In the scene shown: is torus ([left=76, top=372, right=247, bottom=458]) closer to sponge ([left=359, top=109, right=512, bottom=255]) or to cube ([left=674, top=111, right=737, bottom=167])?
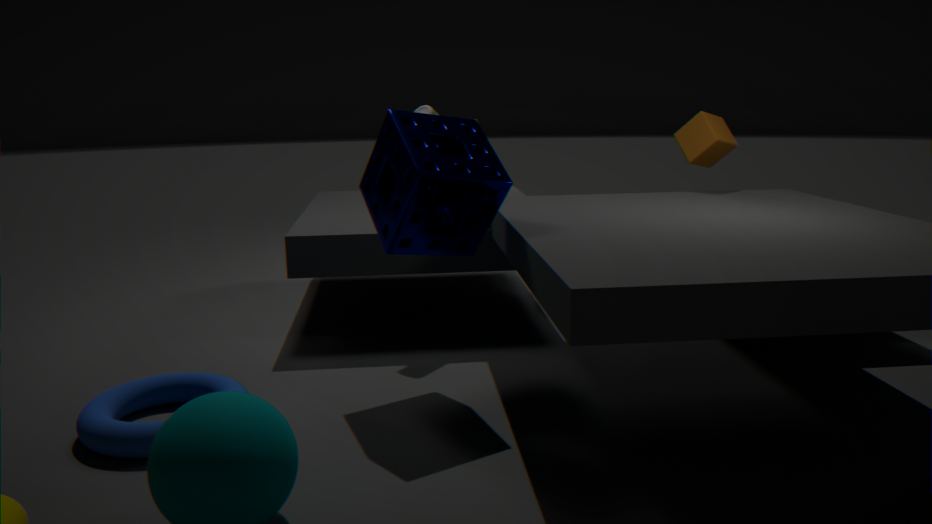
sponge ([left=359, top=109, right=512, bottom=255])
